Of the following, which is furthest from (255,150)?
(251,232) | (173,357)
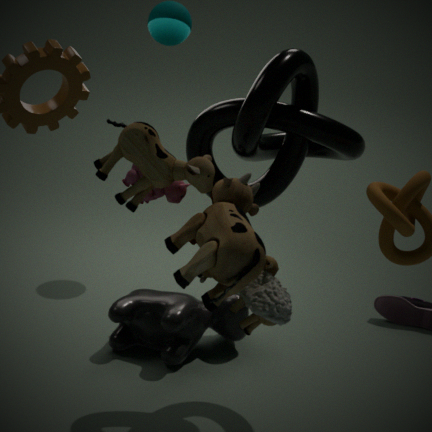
(173,357)
